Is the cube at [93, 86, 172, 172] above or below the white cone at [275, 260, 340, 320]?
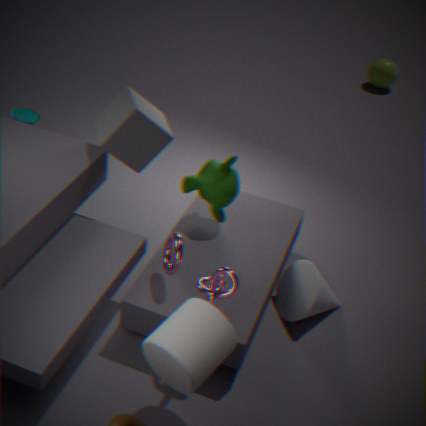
above
